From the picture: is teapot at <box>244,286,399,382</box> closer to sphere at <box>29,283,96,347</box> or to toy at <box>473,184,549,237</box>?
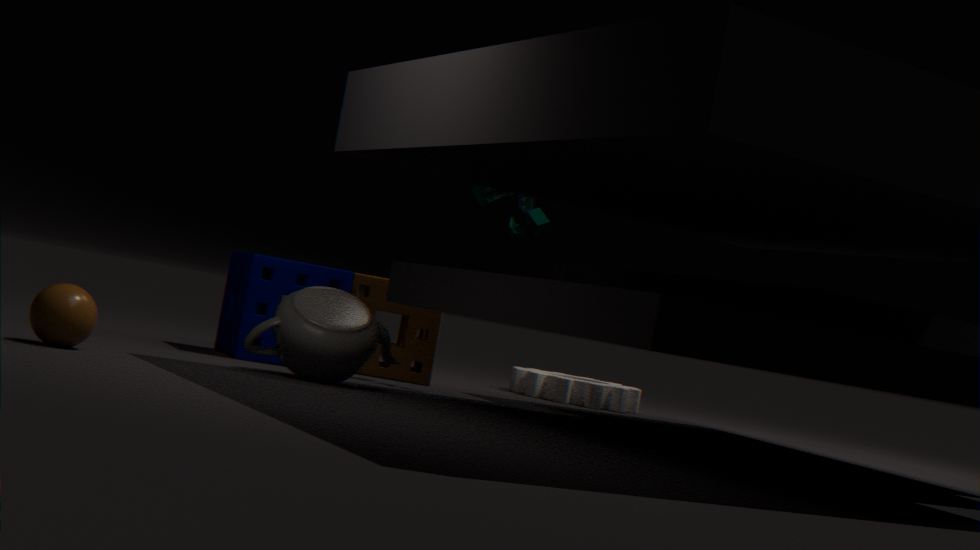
sphere at <box>29,283,96,347</box>
